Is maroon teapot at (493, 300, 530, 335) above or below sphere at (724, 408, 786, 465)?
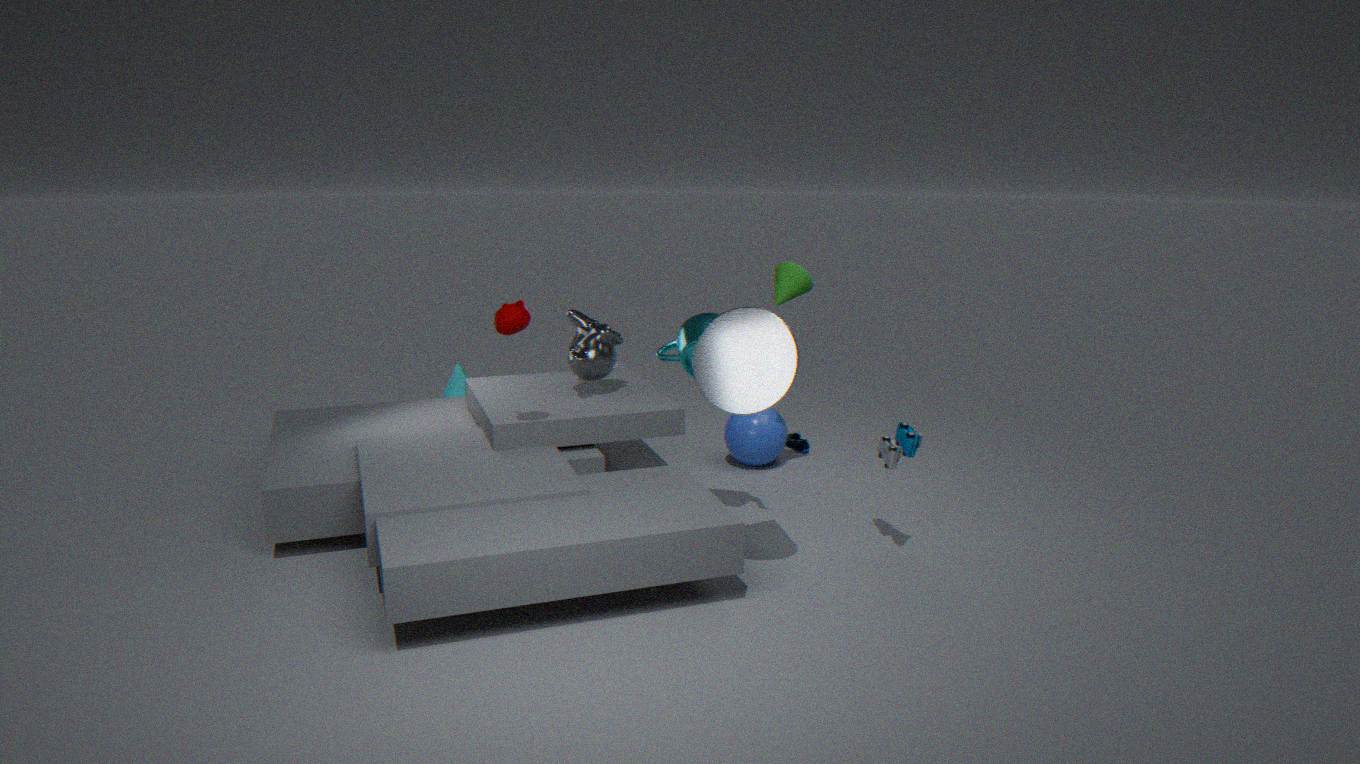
above
